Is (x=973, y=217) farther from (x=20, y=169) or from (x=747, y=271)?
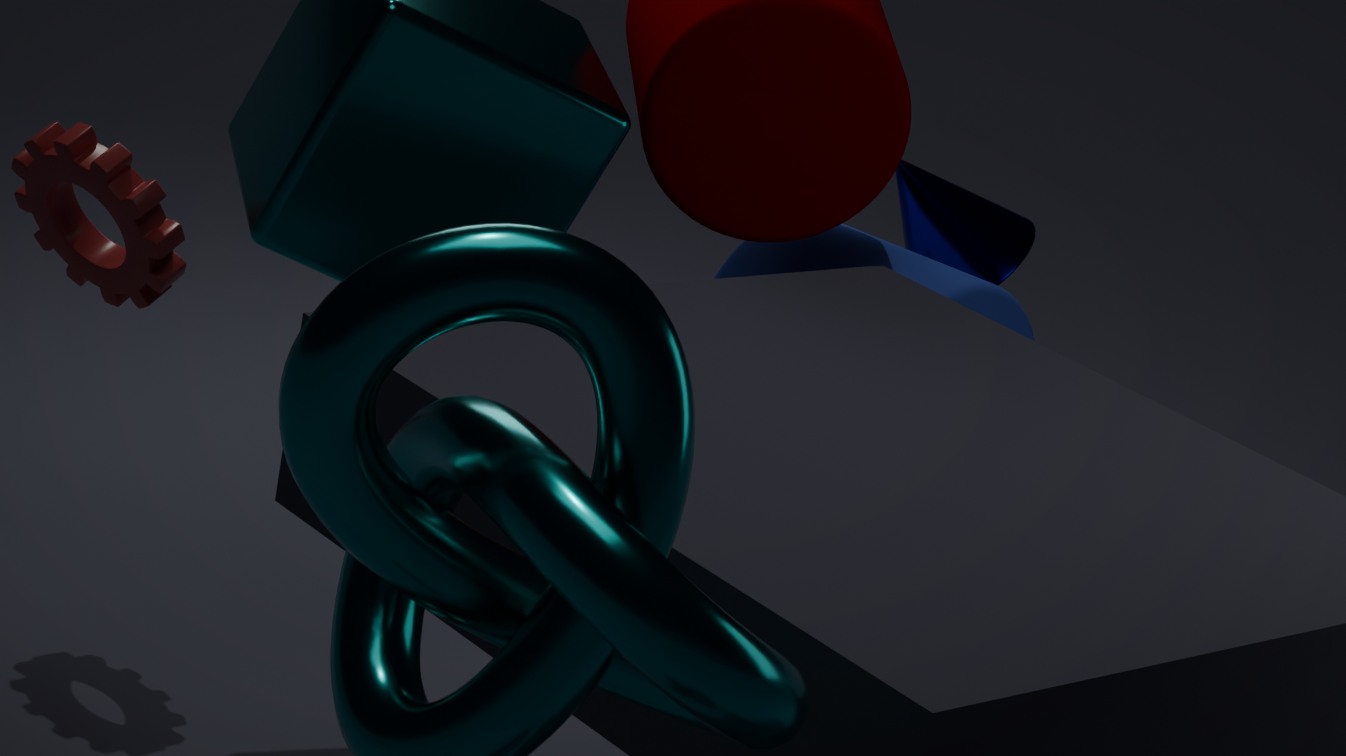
(x=20, y=169)
